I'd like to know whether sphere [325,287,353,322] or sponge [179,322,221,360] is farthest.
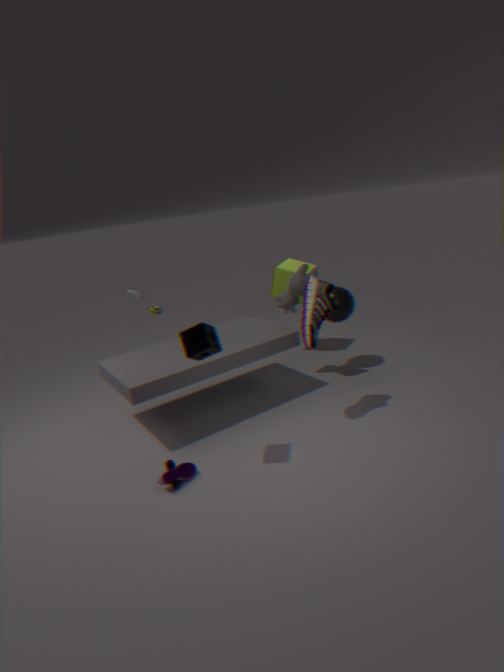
sphere [325,287,353,322]
